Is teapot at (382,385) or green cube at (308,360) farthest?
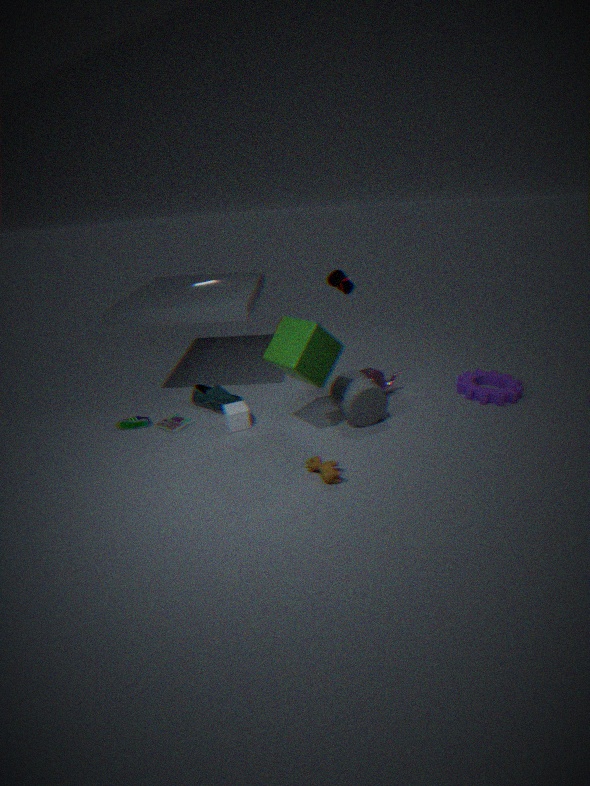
teapot at (382,385)
